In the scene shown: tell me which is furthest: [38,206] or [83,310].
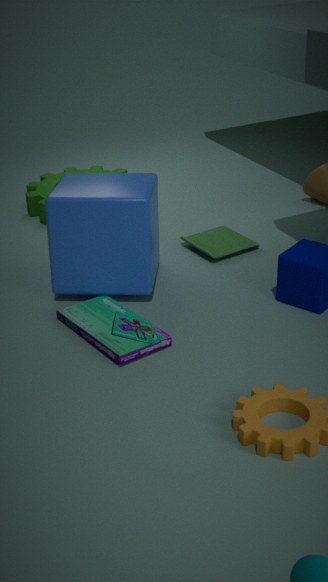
[38,206]
